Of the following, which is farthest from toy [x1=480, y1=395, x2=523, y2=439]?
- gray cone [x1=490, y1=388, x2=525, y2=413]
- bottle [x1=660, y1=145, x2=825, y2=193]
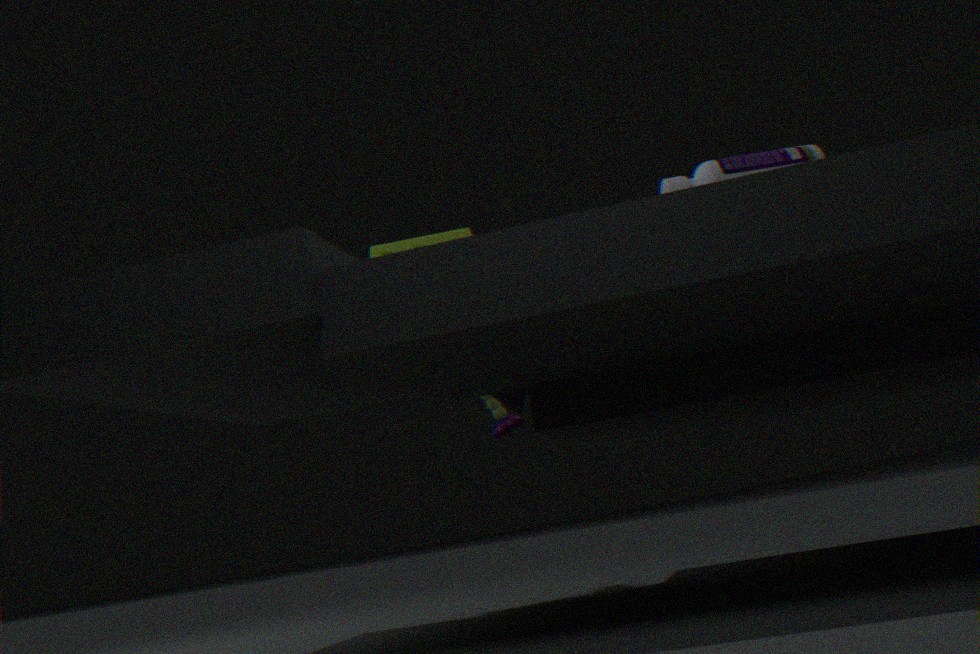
bottle [x1=660, y1=145, x2=825, y2=193]
